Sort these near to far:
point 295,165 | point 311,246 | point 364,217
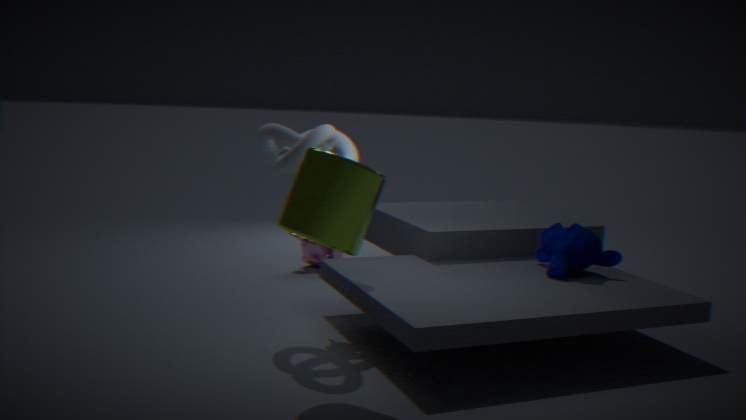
point 364,217, point 295,165, point 311,246
